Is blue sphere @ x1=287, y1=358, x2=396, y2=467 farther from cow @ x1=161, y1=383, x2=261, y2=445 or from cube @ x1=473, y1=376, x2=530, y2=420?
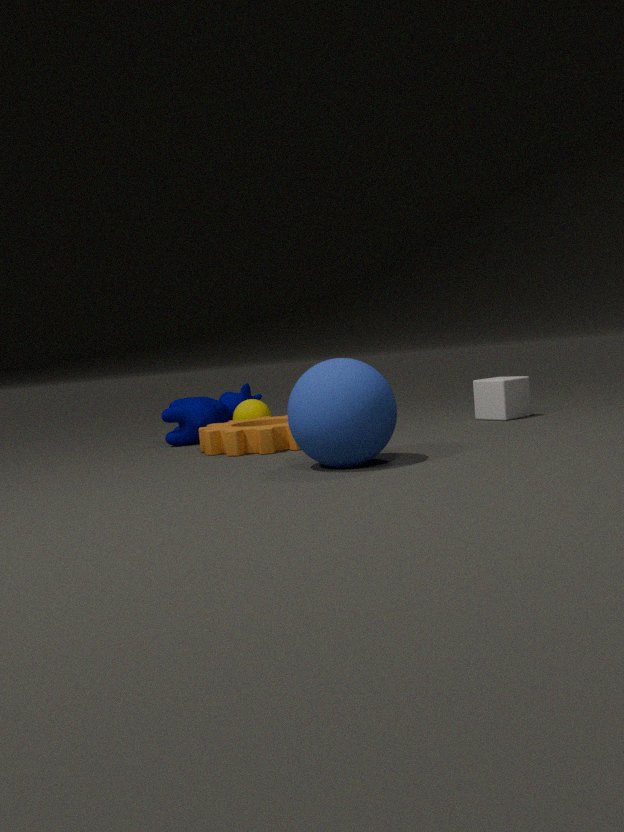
cube @ x1=473, y1=376, x2=530, y2=420
